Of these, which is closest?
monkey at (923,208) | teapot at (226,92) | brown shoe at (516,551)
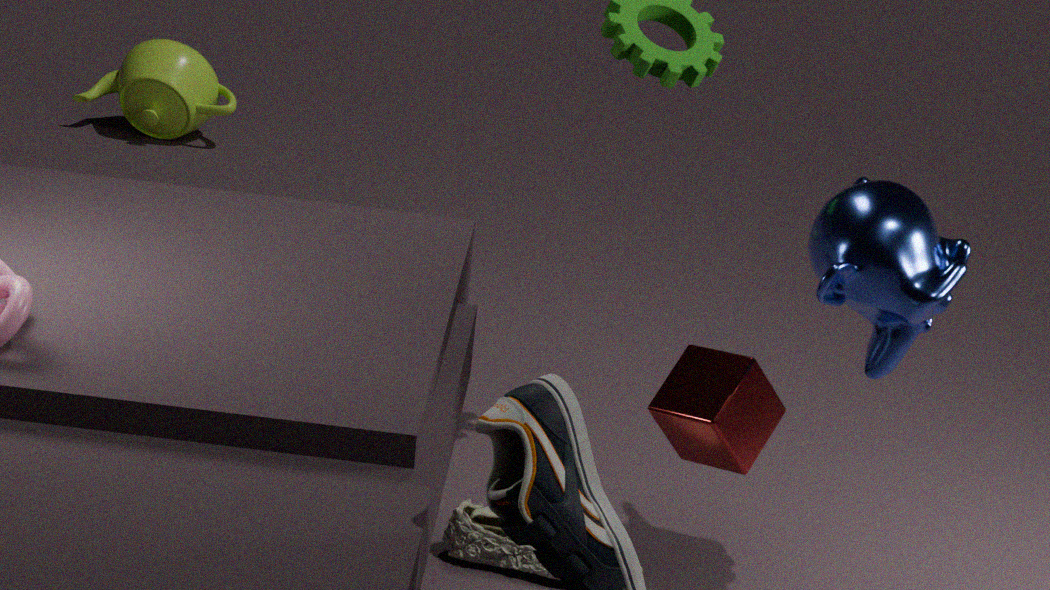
monkey at (923,208)
